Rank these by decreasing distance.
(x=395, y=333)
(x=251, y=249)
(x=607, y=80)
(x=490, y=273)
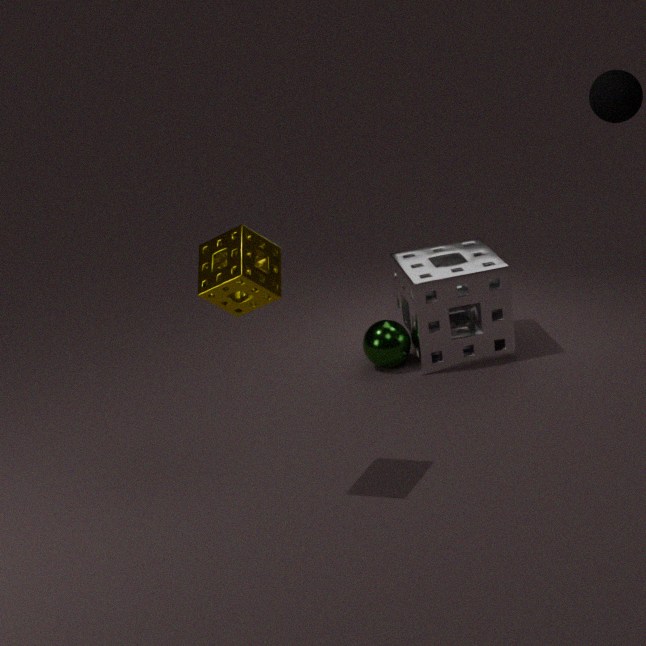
(x=395, y=333)
(x=490, y=273)
(x=607, y=80)
(x=251, y=249)
